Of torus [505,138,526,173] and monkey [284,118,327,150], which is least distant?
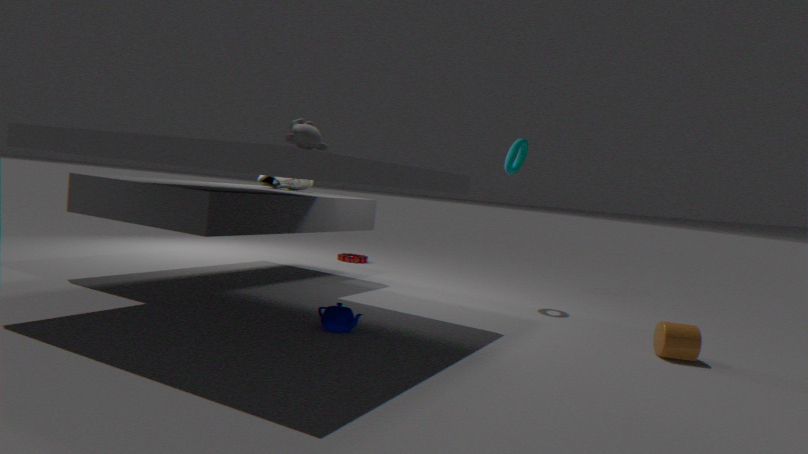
monkey [284,118,327,150]
